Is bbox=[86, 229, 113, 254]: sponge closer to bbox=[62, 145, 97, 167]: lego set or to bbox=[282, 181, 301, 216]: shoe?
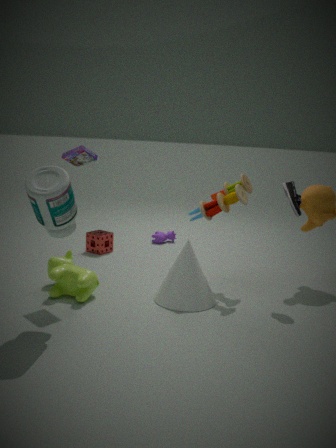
bbox=[62, 145, 97, 167]: lego set
